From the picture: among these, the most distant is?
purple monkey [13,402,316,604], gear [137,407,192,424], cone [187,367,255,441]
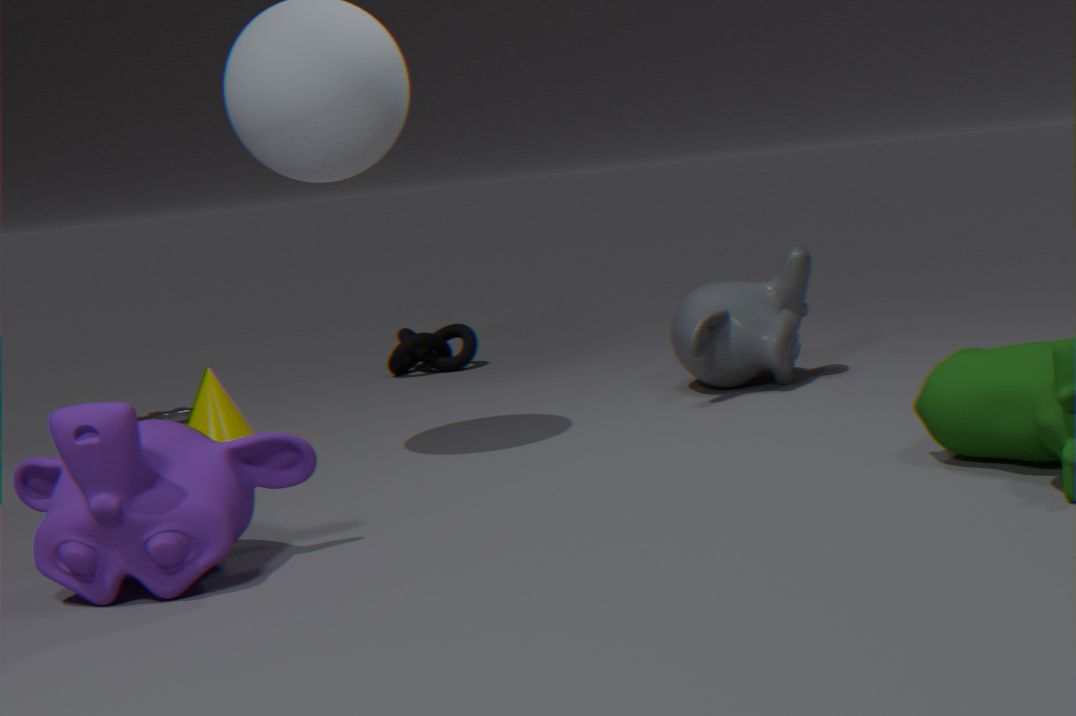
gear [137,407,192,424]
